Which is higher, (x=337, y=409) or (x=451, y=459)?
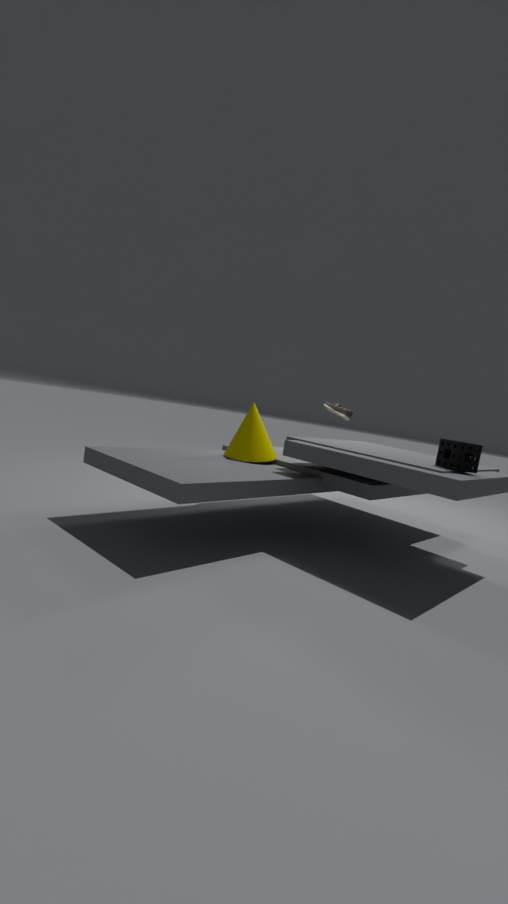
(x=337, y=409)
